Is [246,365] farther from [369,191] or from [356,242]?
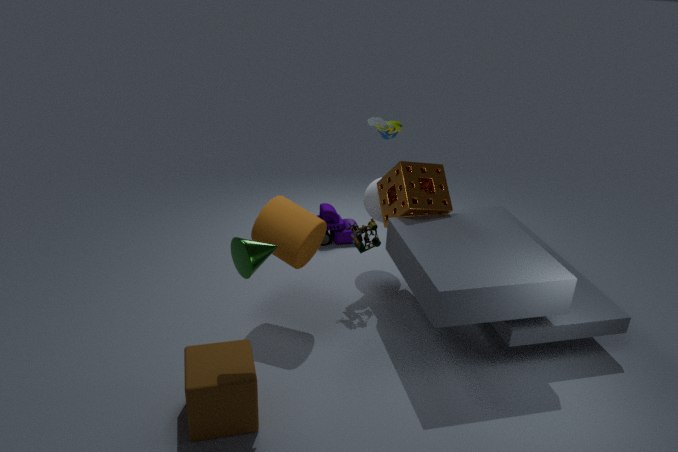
[369,191]
